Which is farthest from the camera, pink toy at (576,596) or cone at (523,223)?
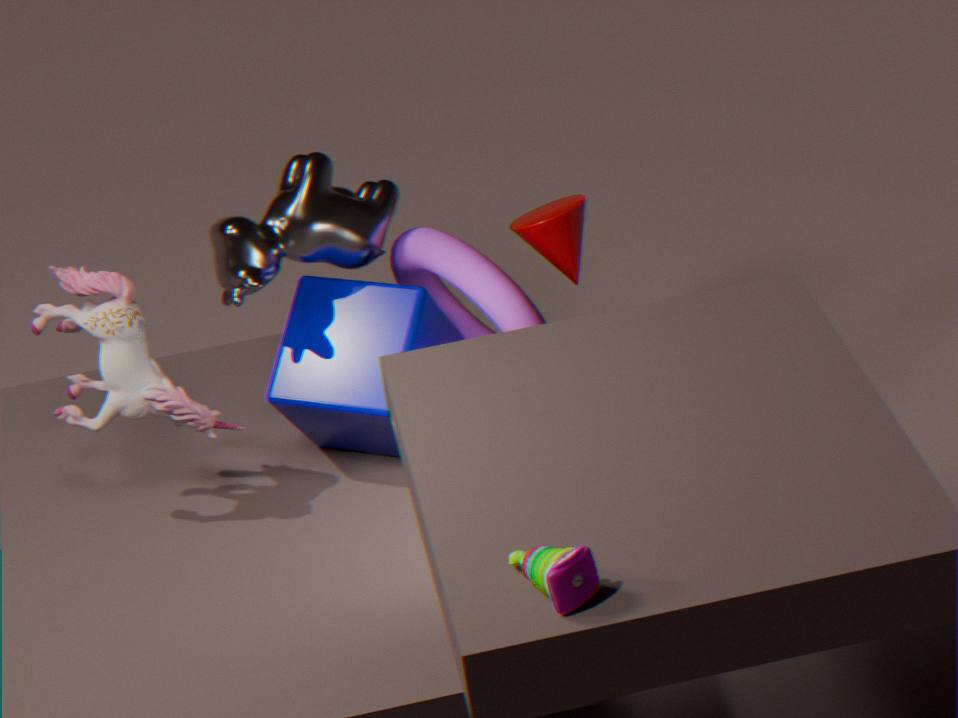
cone at (523,223)
